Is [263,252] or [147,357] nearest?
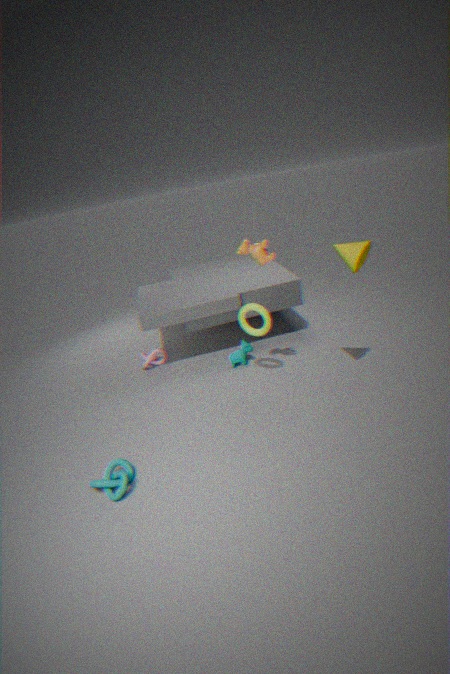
[263,252]
